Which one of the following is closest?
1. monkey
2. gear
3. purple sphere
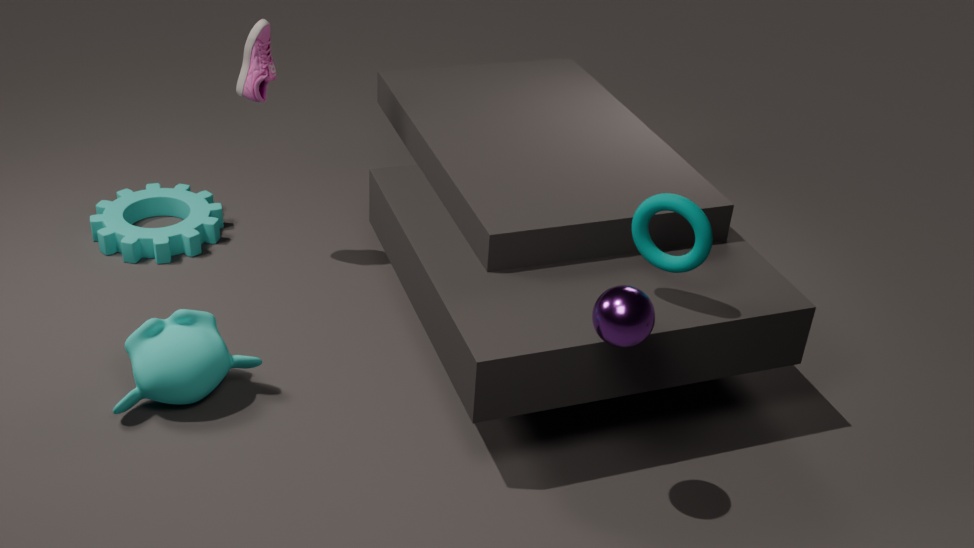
purple sphere
